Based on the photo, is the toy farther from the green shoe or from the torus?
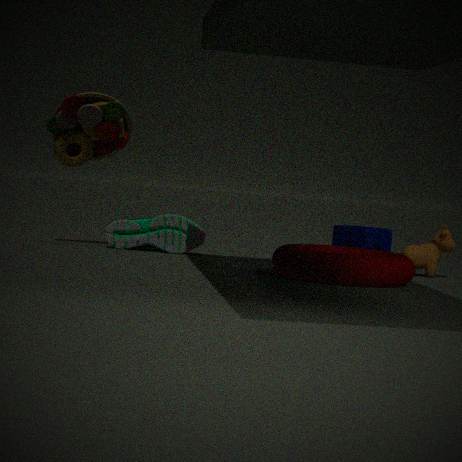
the torus
